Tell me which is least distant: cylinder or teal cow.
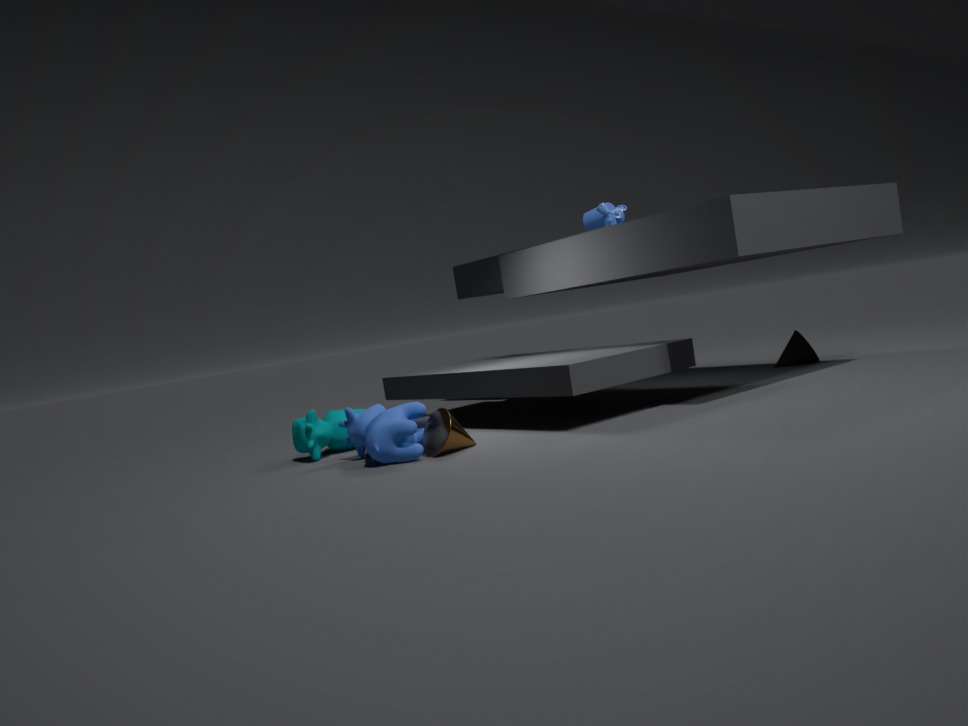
teal cow
